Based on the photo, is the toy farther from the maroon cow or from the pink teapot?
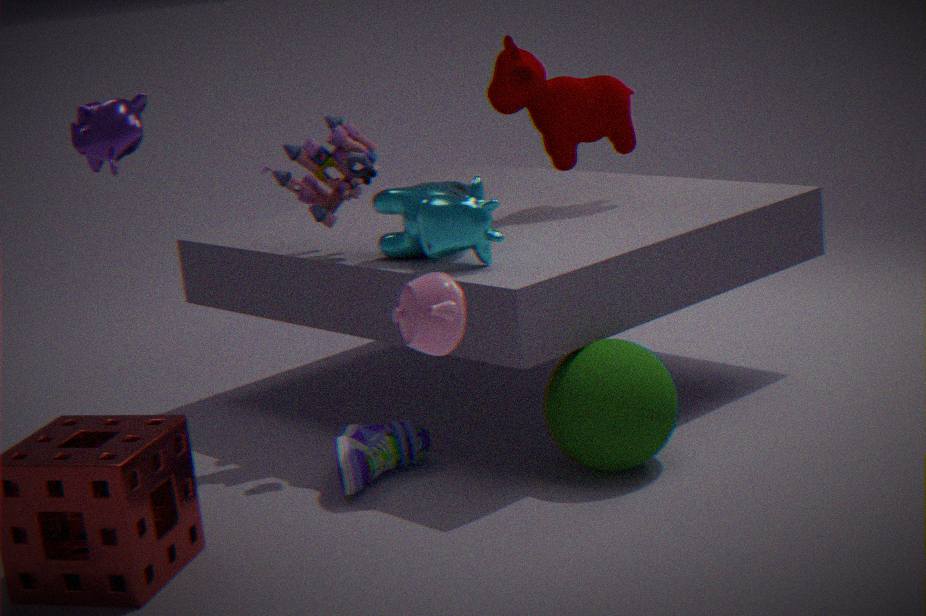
the pink teapot
